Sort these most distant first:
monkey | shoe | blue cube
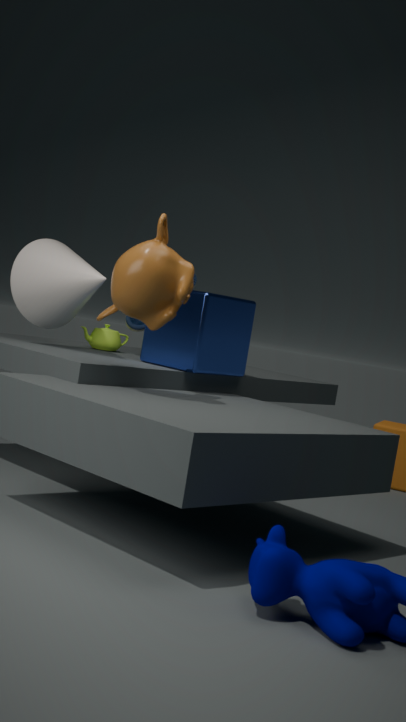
1. shoe
2. blue cube
3. monkey
